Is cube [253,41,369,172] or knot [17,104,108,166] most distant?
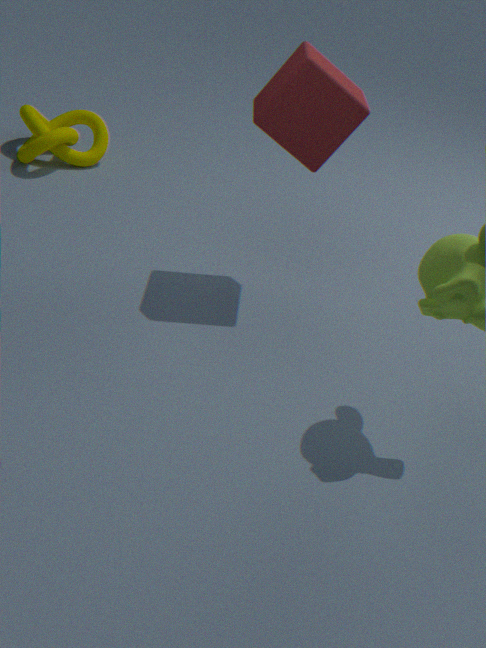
knot [17,104,108,166]
